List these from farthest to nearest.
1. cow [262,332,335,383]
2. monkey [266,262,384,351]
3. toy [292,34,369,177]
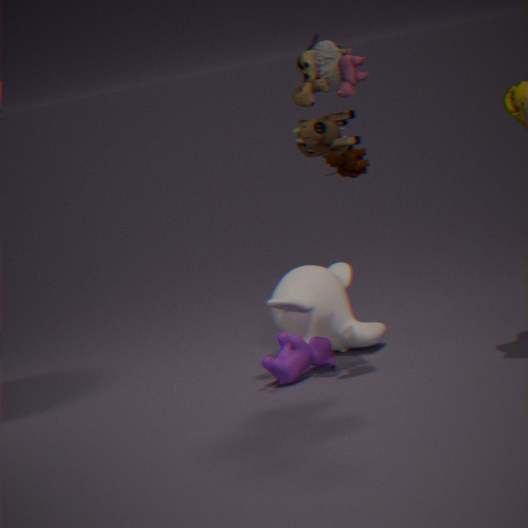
monkey [266,262,384,351] < cow [262,332,335,383] < toy [292,34,369,177]
